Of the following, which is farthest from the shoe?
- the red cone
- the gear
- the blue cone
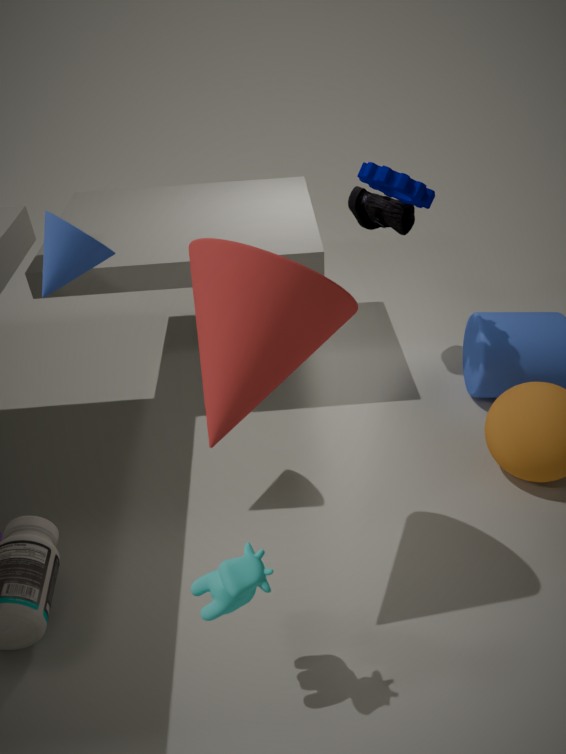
the blue cone
